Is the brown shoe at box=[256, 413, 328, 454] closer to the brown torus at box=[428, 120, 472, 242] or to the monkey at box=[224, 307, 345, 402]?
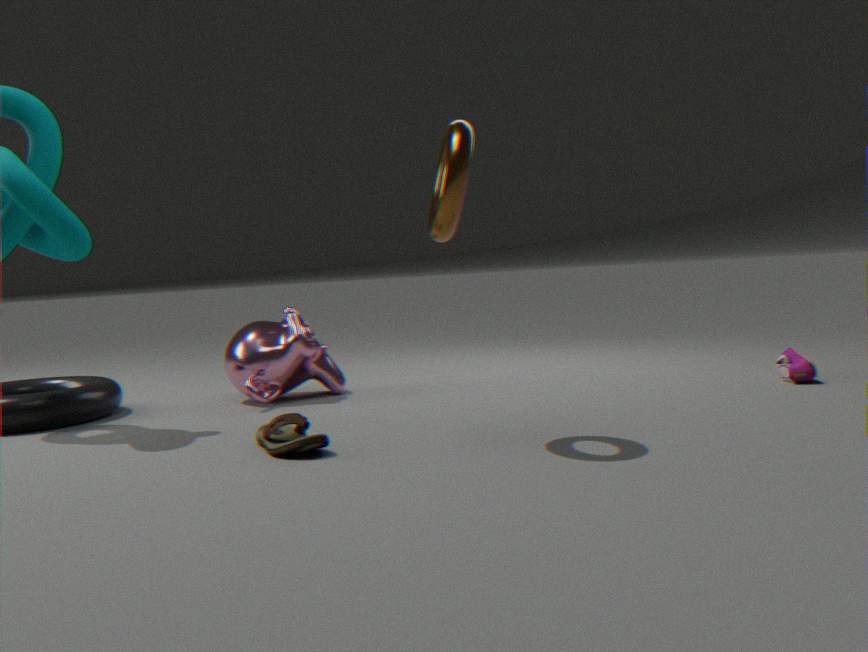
the monkey at box=[224, 307, 345, 402]
